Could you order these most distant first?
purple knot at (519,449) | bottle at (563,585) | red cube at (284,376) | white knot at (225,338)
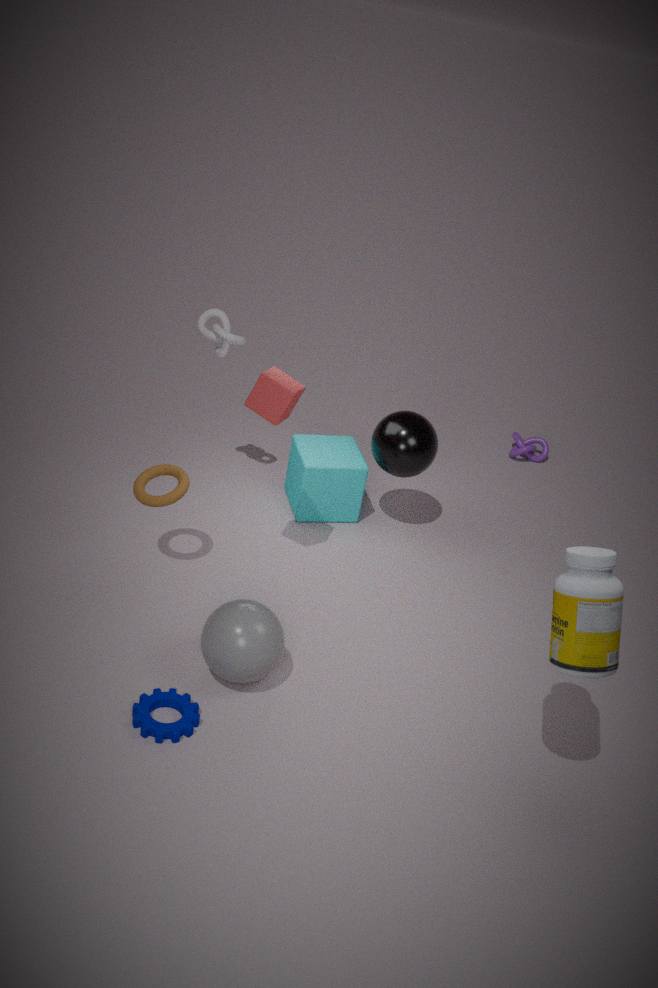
purple knot at (519,449)
white knot at (225,338)
red cube at (284,376)
bottle at (563,585)
